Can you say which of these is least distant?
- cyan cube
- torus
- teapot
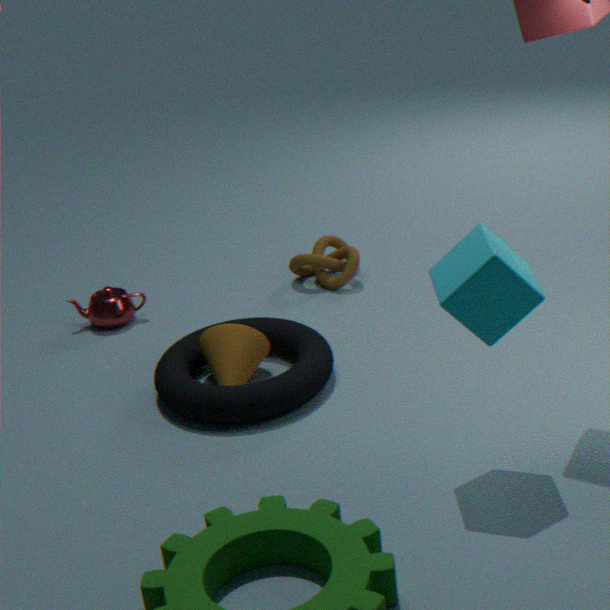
cyan cube
